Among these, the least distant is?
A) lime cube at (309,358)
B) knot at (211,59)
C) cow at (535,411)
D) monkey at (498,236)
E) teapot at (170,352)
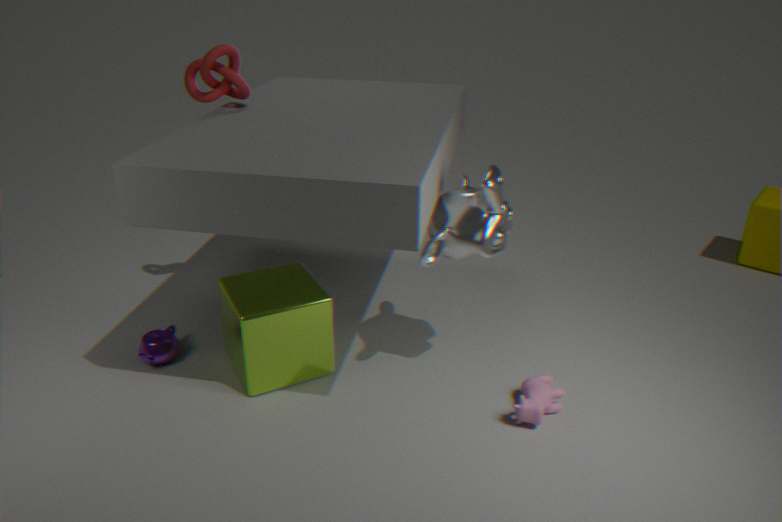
monkey at (498,236)
